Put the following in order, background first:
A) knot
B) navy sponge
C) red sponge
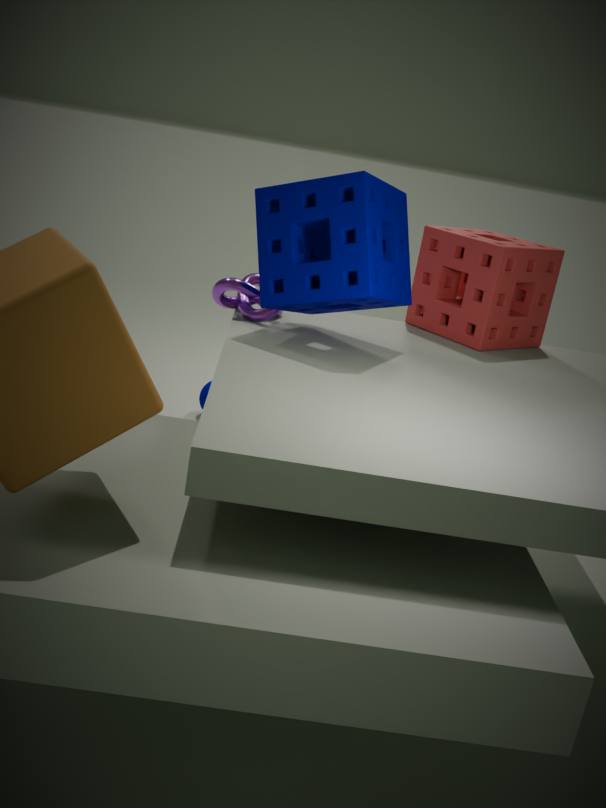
red sponge < knot < navy sponge
